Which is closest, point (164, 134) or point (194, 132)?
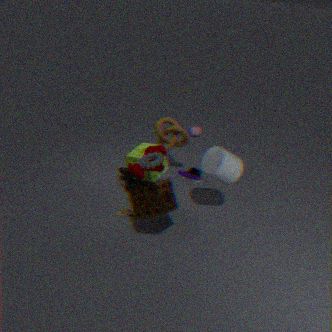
point (164, 134)
